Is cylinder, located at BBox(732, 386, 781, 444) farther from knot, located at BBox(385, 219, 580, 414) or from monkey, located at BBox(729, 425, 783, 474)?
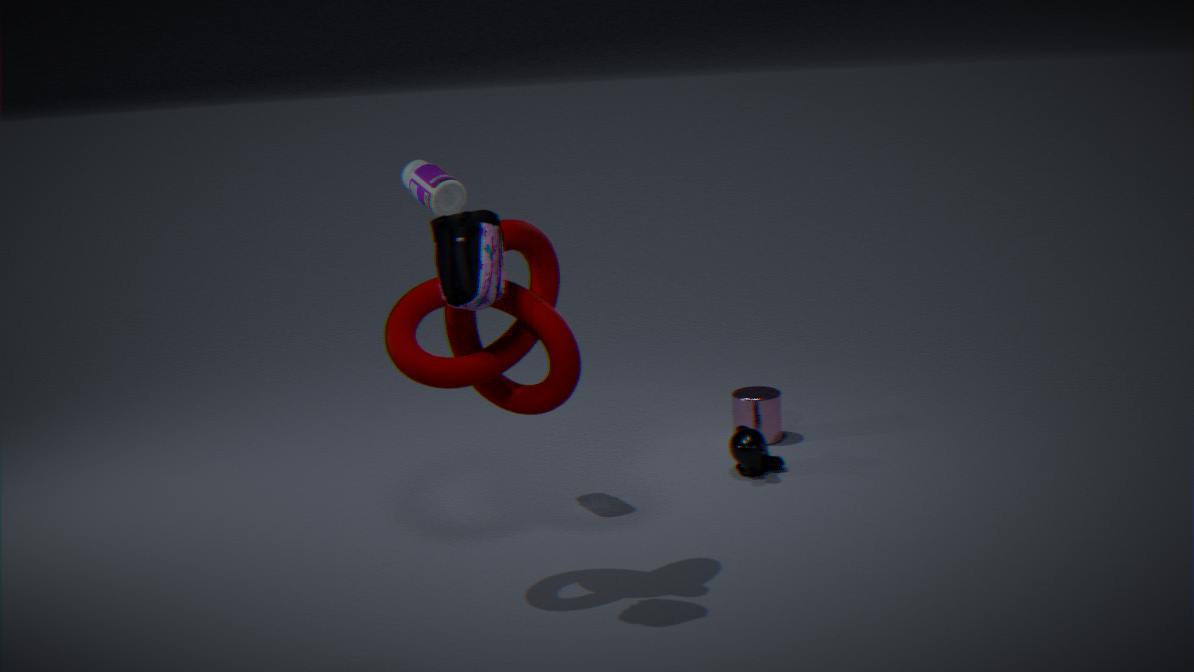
knot, located at BBox(385, 219, 580, 414)
